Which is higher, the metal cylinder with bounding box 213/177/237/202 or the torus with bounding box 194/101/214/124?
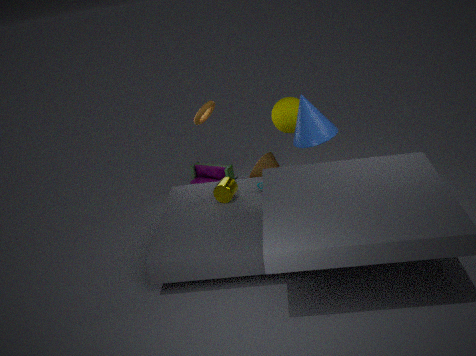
the torus with bounding box 194/101/214/124
